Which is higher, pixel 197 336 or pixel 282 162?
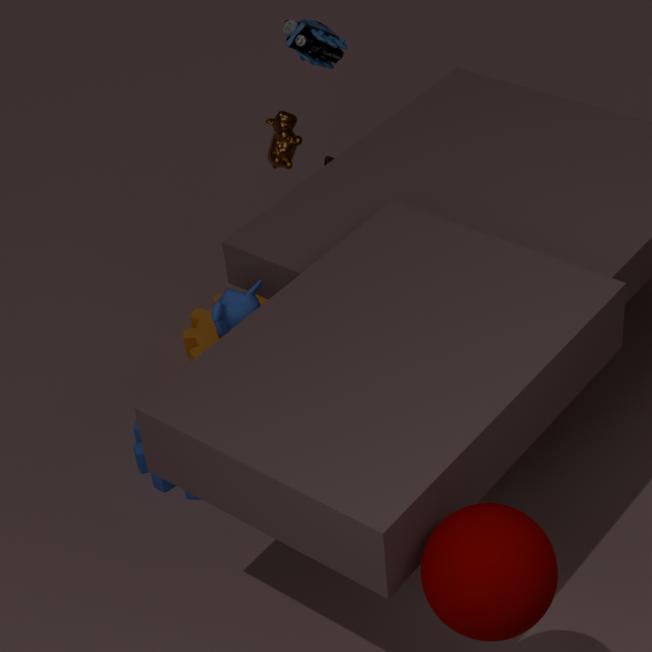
pixel 282 162
